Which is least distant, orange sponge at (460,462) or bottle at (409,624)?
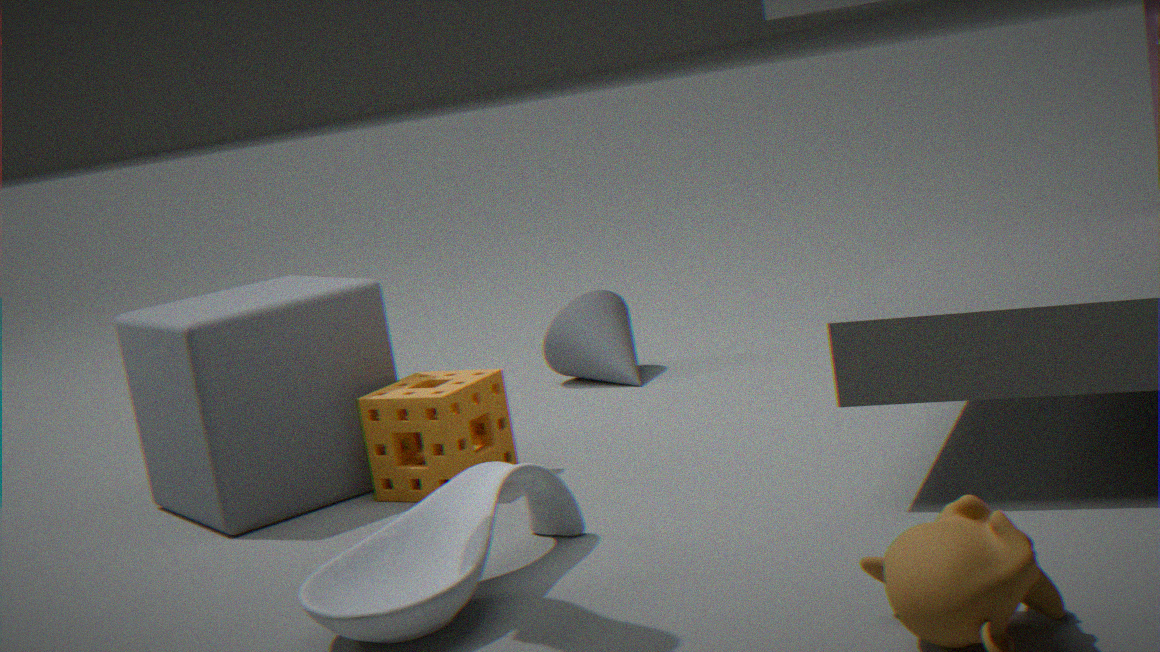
bottle at (409,624)
